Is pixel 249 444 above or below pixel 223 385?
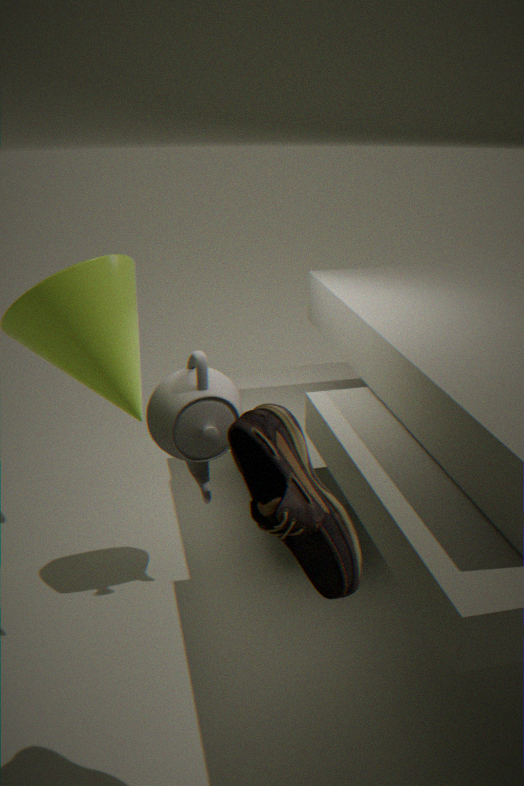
above
